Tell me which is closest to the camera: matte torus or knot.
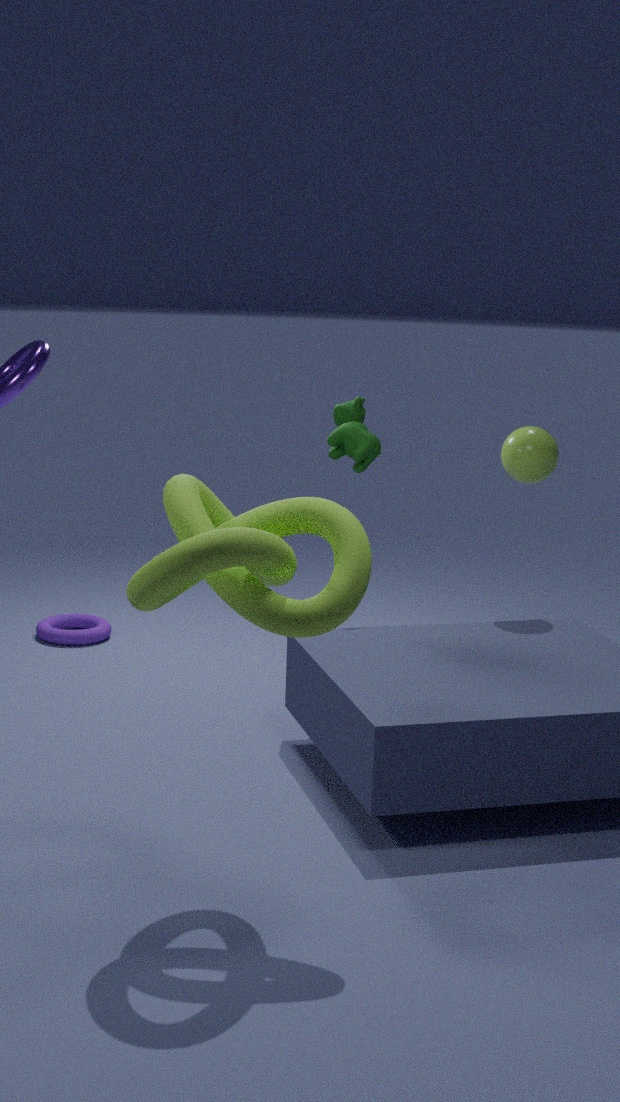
knot
